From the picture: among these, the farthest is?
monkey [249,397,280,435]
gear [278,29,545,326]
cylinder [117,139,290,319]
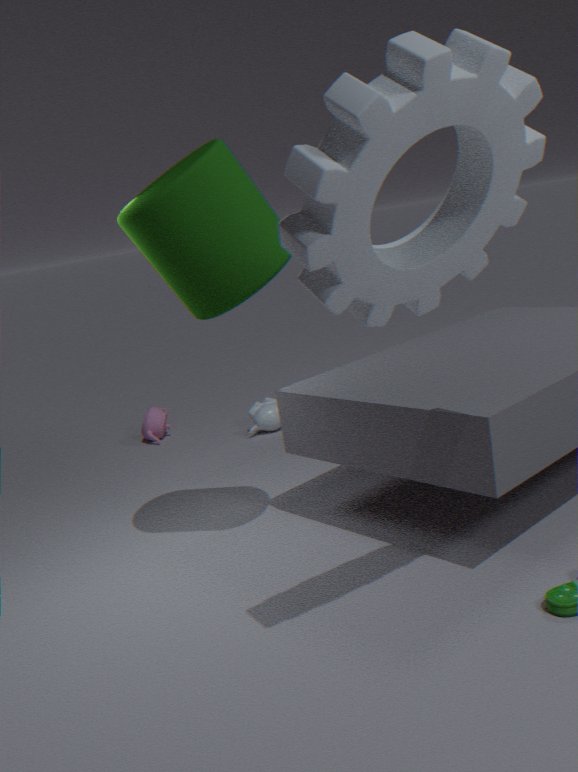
monkey [249,397,280,435]
